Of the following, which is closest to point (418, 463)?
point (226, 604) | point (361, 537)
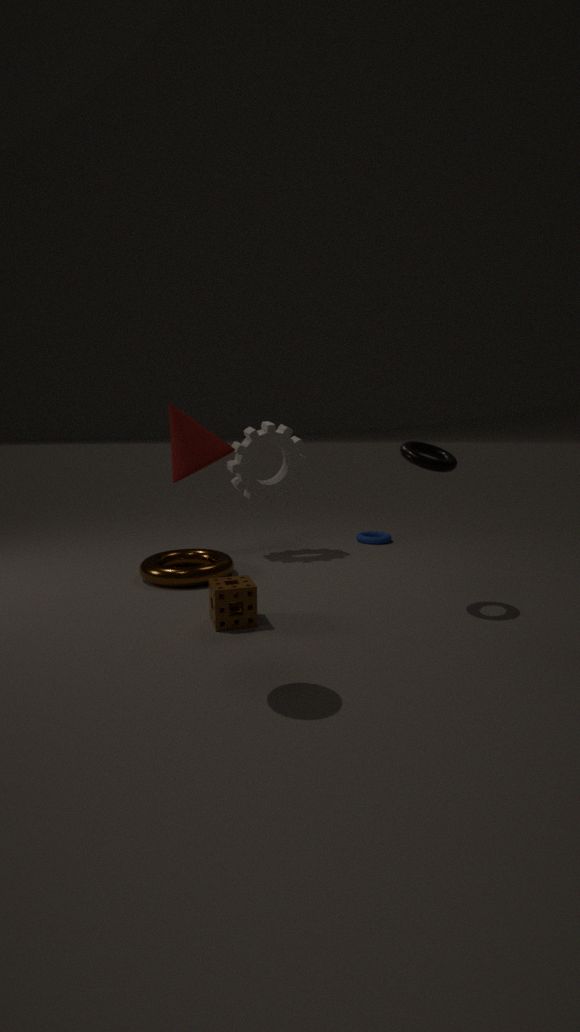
point (226, 604)
